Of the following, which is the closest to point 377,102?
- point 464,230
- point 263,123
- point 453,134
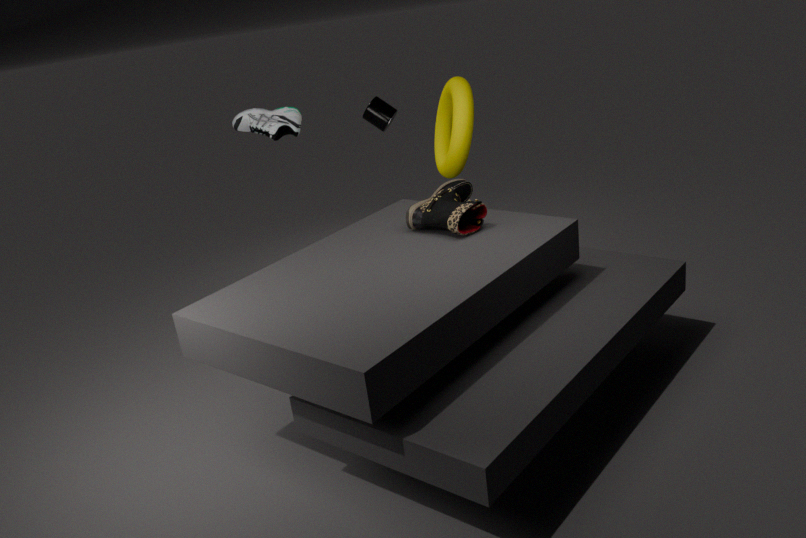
point 453,134
